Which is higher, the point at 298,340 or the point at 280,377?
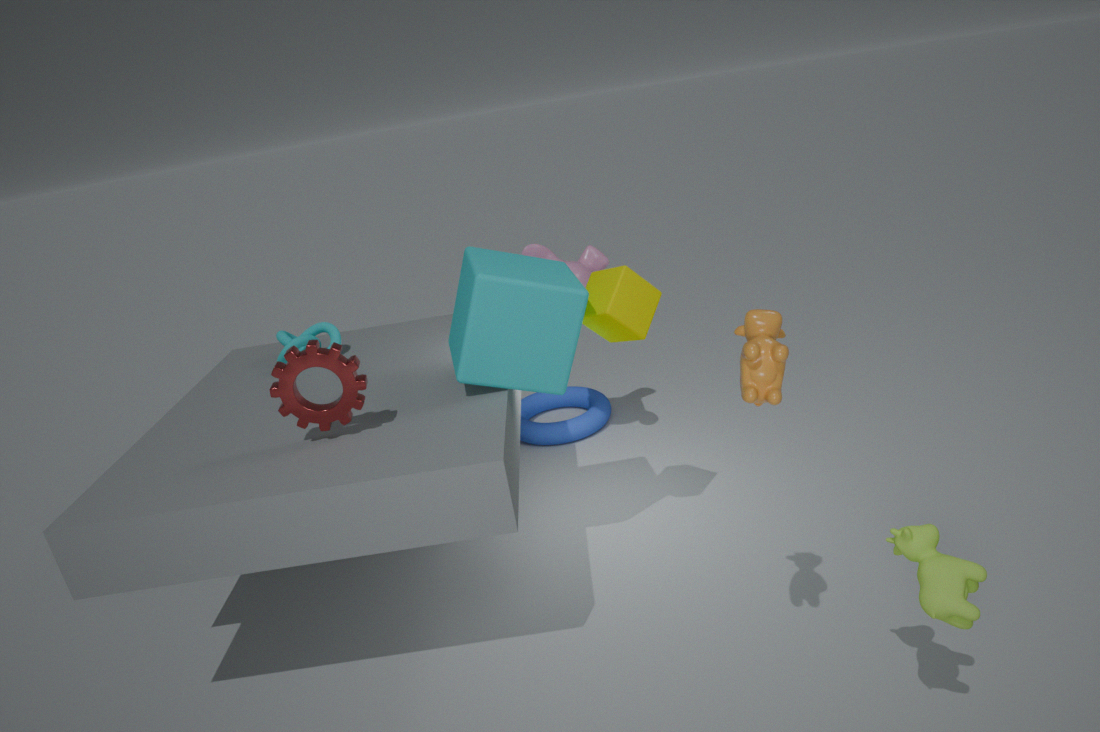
the point at 280,377
